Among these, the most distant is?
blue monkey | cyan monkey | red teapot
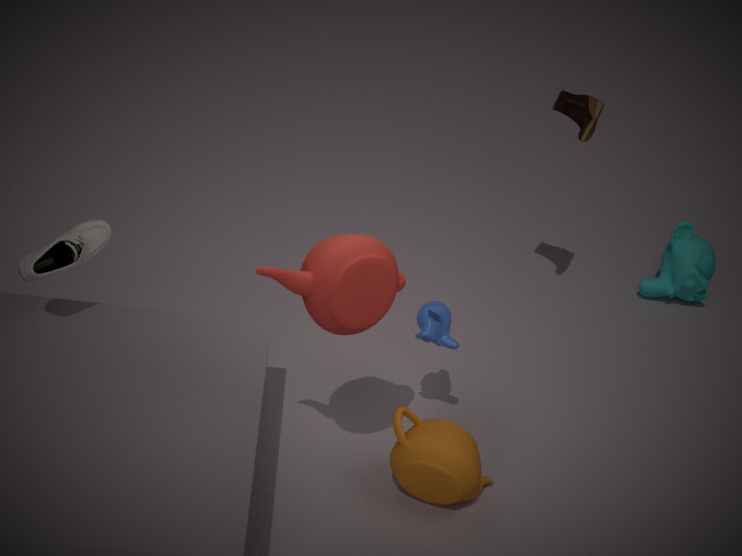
cyan monkey
